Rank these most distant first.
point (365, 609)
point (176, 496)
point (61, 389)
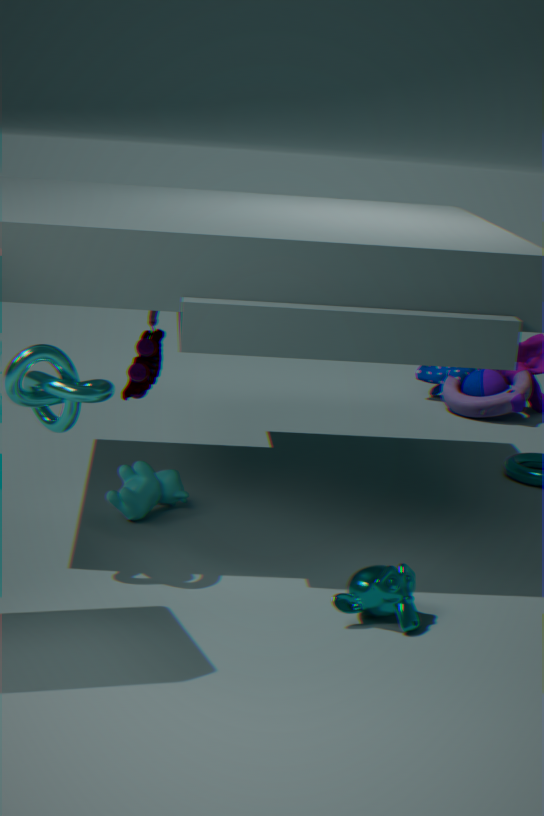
point (176, 496) < point (61, 389) < point (365, 609)
